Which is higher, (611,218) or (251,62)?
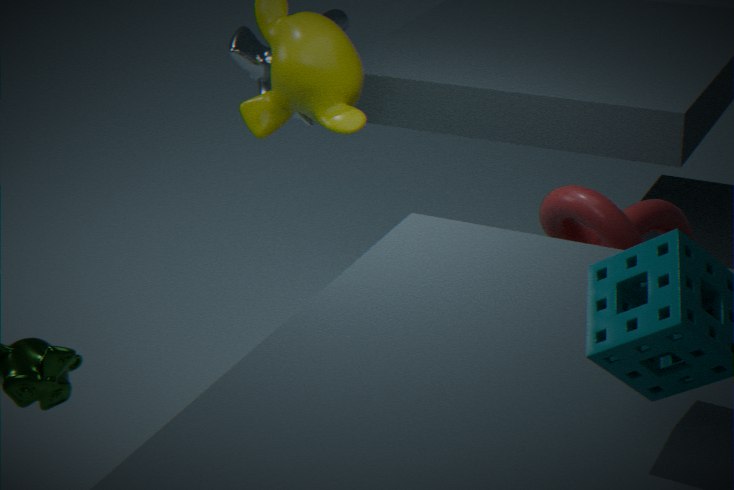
(251,62)
